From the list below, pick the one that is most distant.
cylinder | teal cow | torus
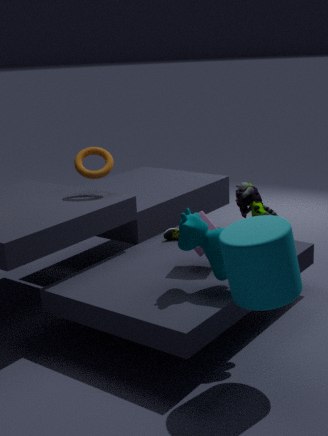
torus
